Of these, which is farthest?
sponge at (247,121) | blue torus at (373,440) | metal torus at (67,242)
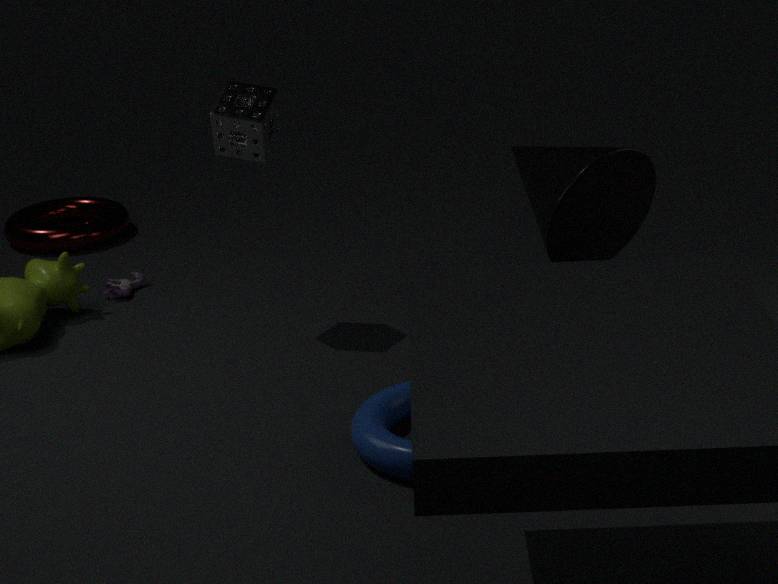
metal torus at (67,242)
